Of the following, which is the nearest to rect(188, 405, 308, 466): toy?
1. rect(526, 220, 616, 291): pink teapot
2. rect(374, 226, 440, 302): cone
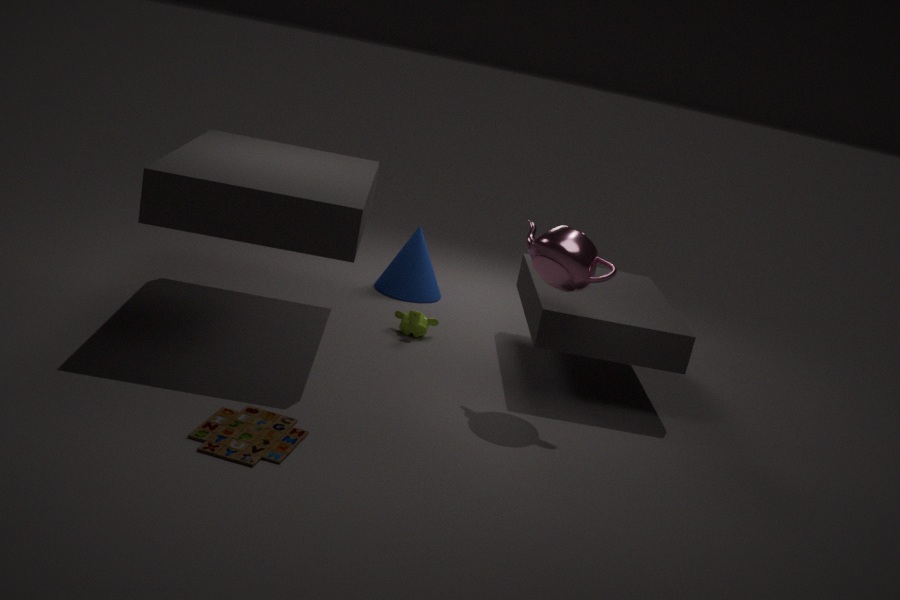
rect(526, 220, 616, 291): pink teapot
